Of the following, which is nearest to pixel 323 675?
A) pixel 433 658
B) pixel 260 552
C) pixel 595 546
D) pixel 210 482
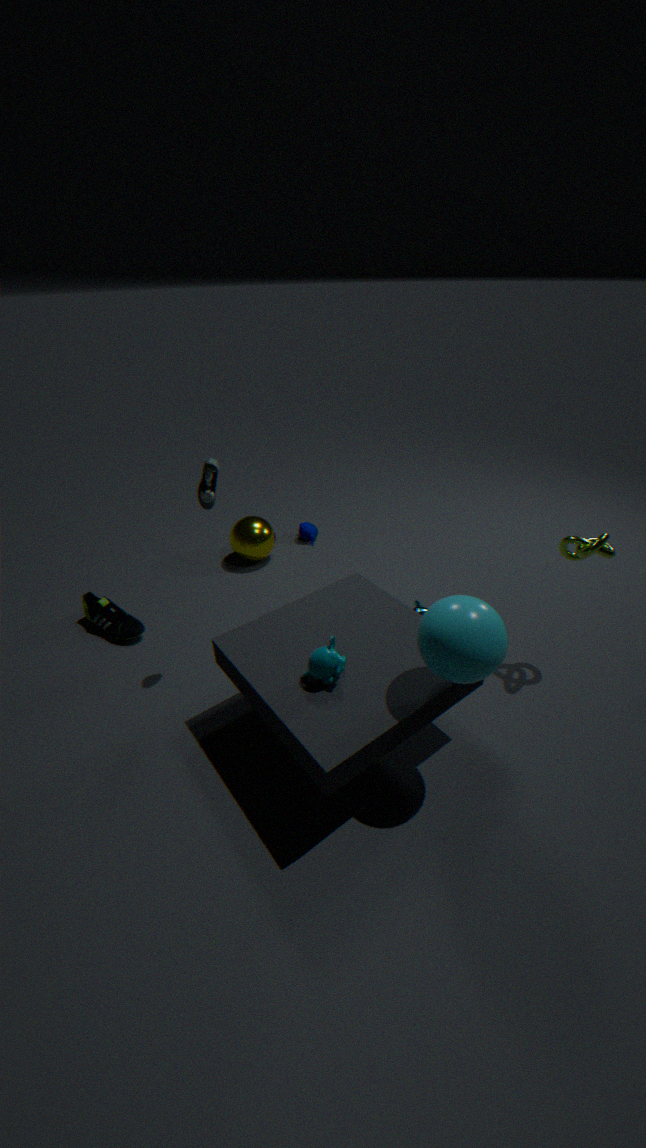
pixel 433 658
